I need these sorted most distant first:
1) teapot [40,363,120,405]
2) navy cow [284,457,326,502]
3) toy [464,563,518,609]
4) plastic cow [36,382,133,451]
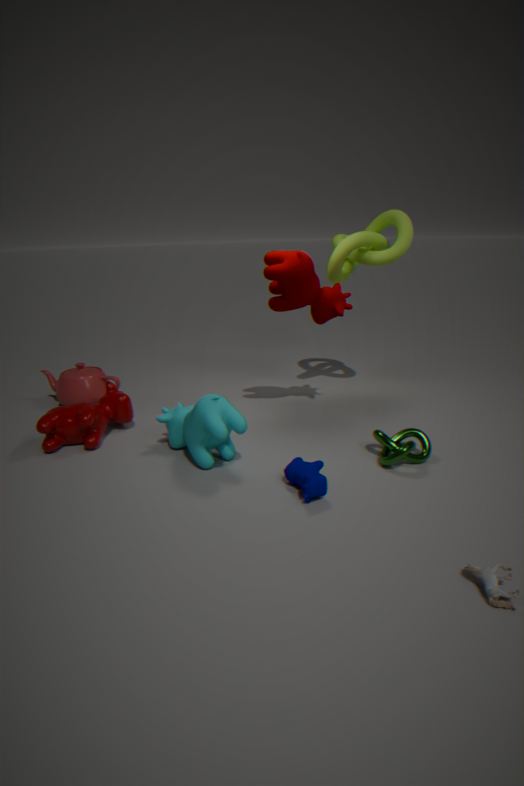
1. teapot [40,363,120,405], 4. plastic cow [36,382,133,451], 2. navy cow [284,457,326,502], 3. toy [464,563,518,609]
